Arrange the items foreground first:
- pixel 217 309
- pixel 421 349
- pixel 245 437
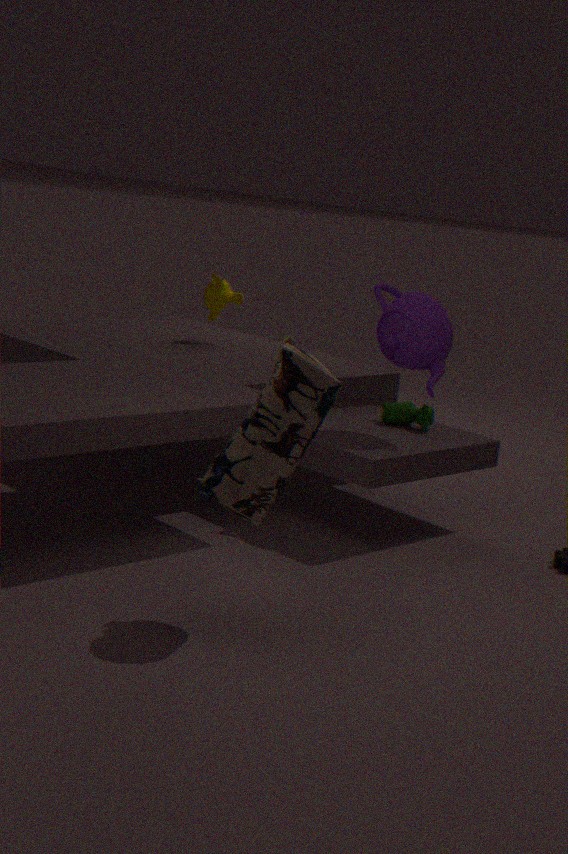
pixel 245 437 < pixel 421 349 < pixel 217 309
